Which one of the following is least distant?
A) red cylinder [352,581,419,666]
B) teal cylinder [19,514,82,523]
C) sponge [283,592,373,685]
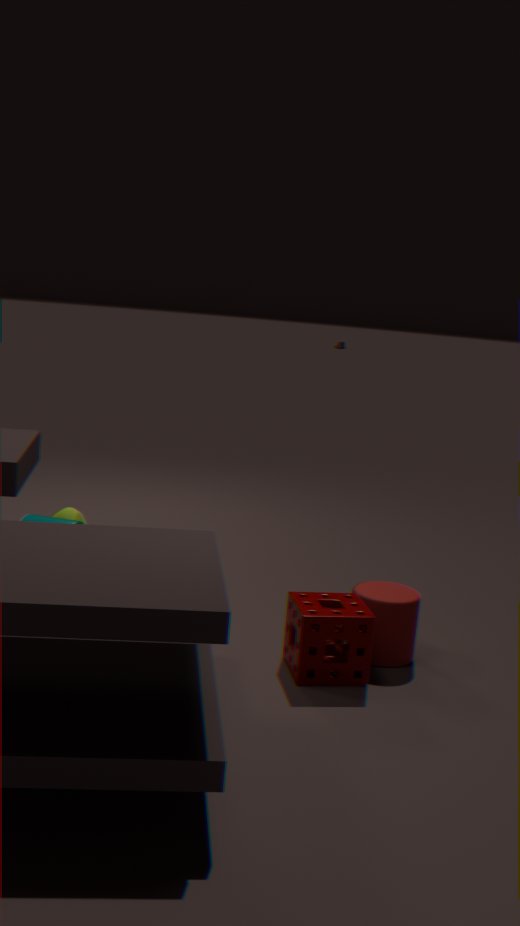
sponge [283,592,373,685]
